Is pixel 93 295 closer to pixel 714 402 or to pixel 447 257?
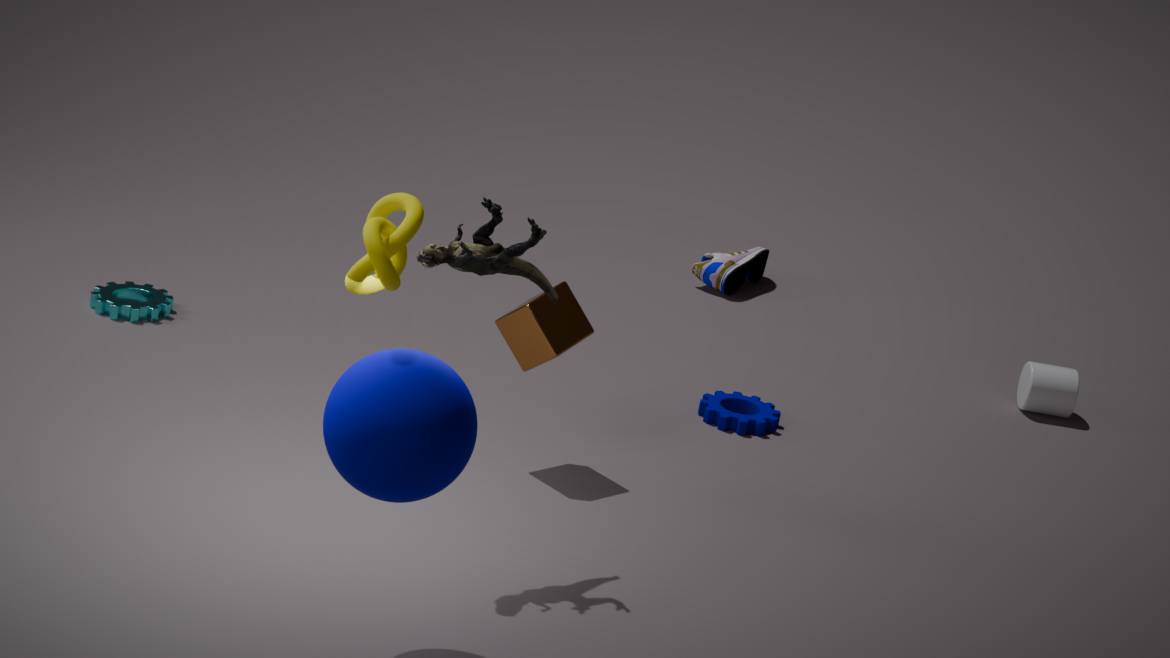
pixel 447 257
